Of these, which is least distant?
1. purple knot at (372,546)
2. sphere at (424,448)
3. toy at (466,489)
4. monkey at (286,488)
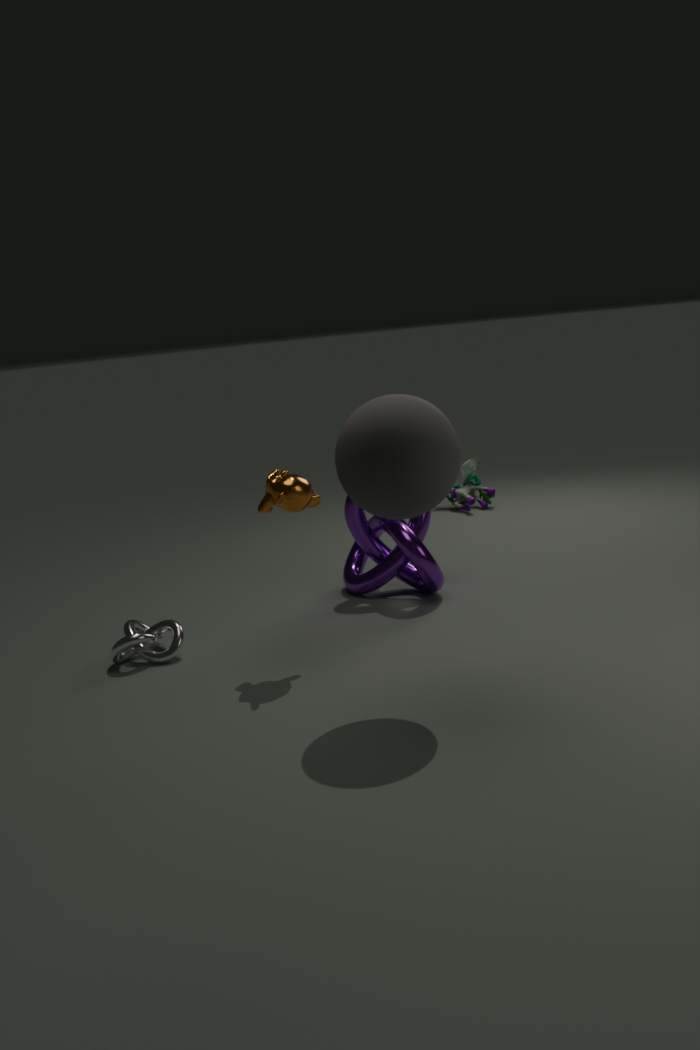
sphere at (424,448)
